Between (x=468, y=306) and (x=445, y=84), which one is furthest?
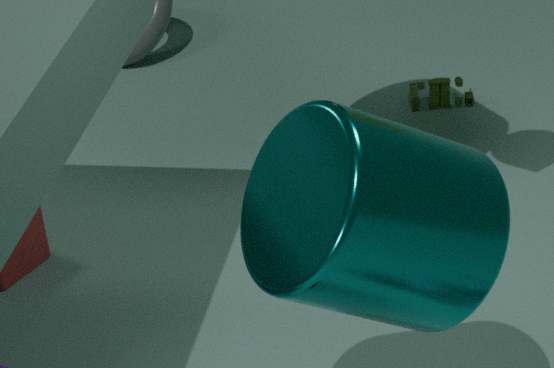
(x=445, y=84)
